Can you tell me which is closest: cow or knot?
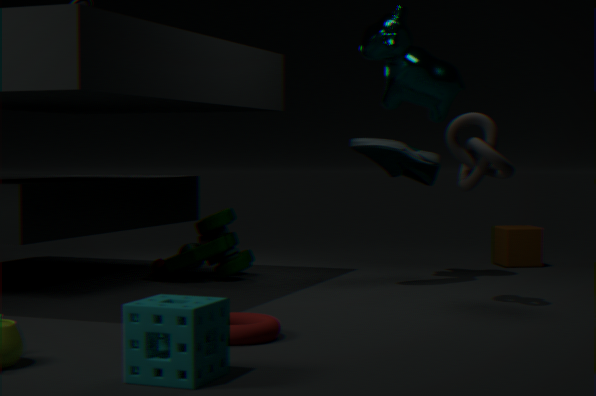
knot
